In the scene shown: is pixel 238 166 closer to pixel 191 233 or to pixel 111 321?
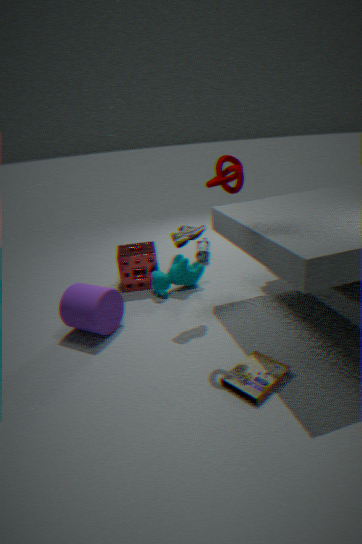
pixel 191 233
